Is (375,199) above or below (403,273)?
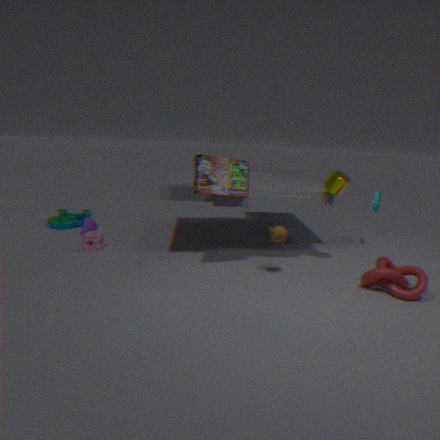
above
